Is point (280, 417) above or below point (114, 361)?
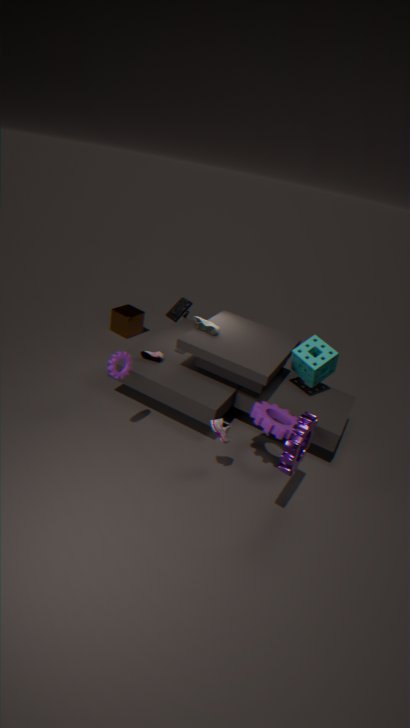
below
